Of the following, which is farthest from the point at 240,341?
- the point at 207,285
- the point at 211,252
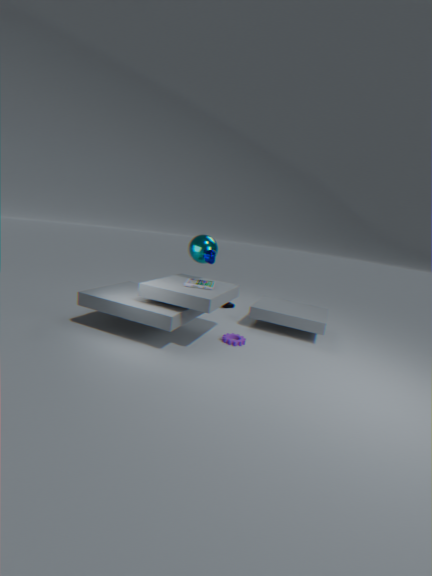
the point at 211,252
